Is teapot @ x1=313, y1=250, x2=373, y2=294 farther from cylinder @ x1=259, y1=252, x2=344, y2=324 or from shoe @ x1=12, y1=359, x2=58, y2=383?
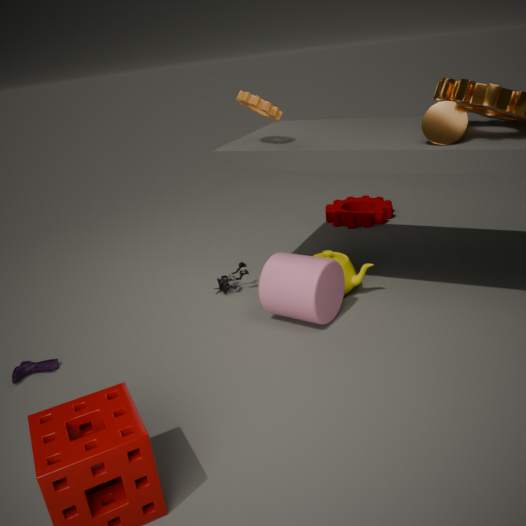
shoe @ x1=12, y1=359, x2=58, y2=383
